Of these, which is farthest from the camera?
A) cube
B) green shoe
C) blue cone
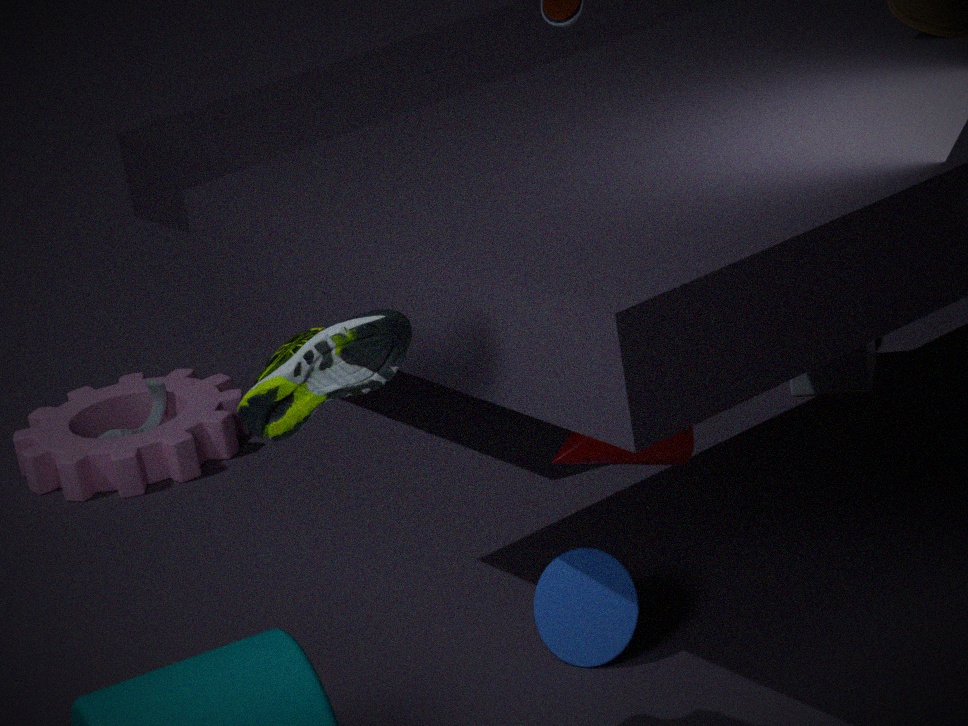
cube
